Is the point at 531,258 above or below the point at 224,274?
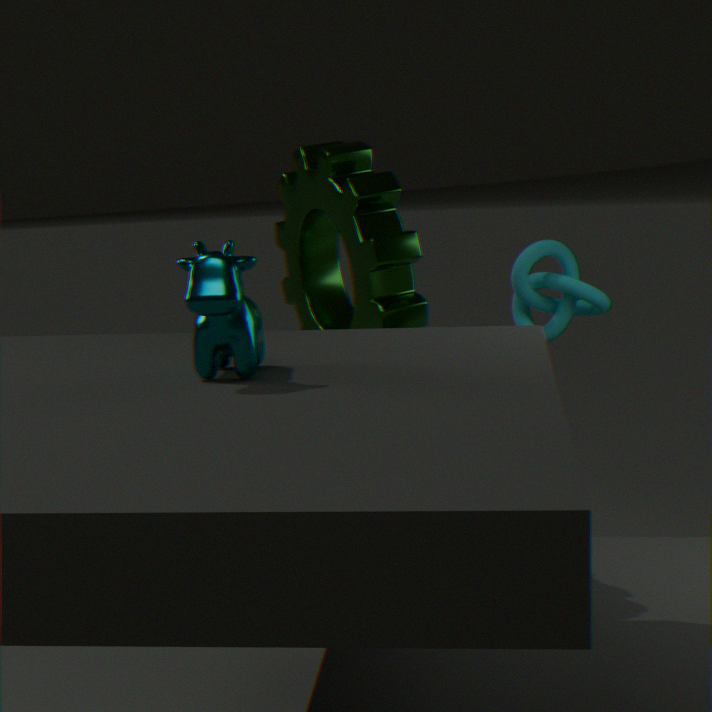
below
